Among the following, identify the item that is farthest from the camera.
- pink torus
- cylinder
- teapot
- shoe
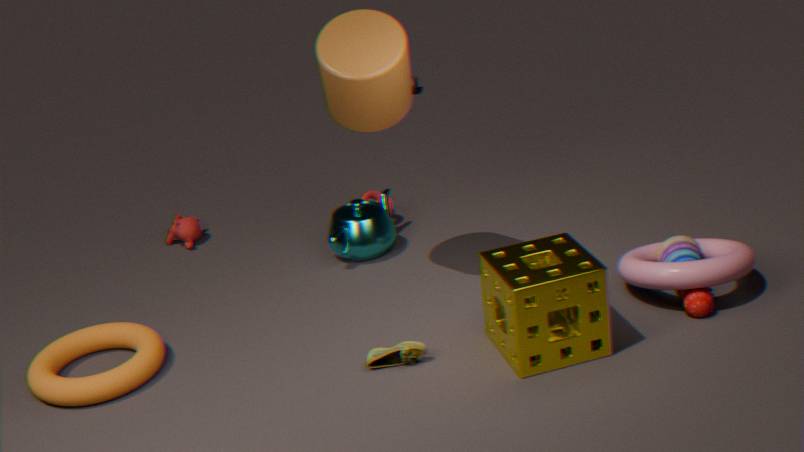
teapot
